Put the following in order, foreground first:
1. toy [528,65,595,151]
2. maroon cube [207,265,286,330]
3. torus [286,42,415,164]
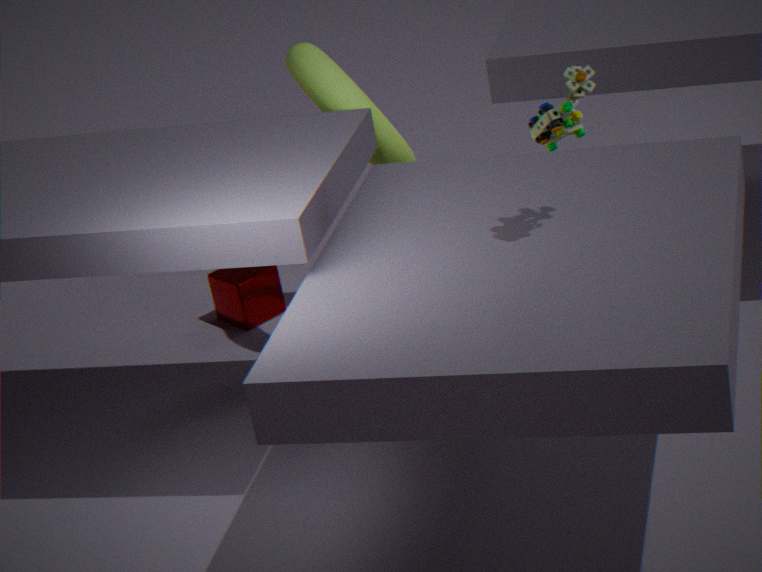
toy [528,65,595,151] → torus [286,42,415,164] → maroon cube [207,265,286,330]
